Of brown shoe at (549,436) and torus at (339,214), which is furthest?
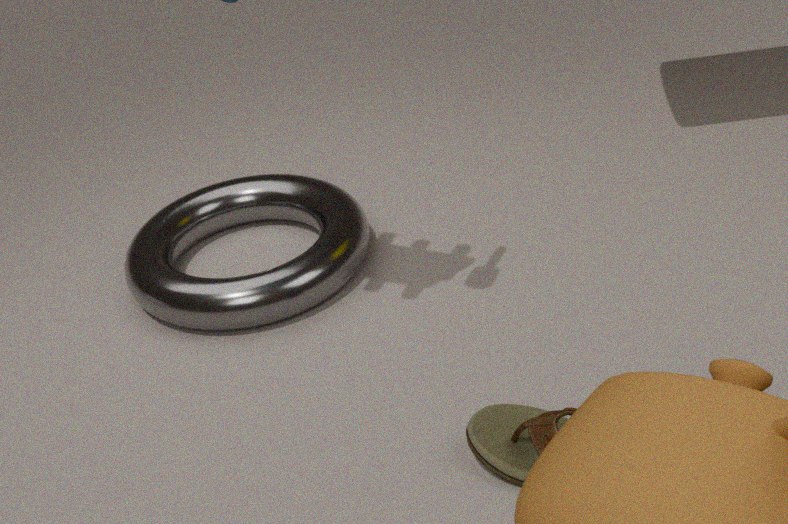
torus at (339,214)
